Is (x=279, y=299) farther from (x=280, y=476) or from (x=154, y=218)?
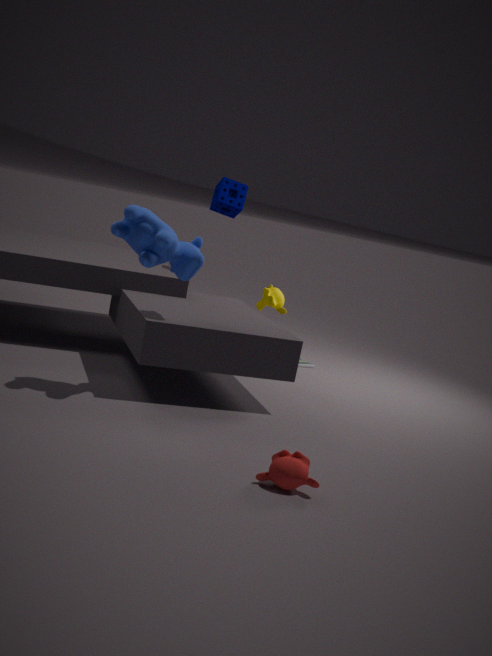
(x=280, y=476)
